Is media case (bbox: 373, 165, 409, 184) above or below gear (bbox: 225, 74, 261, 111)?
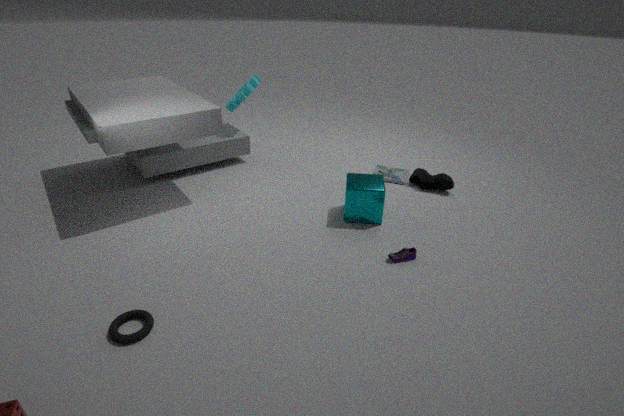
below
